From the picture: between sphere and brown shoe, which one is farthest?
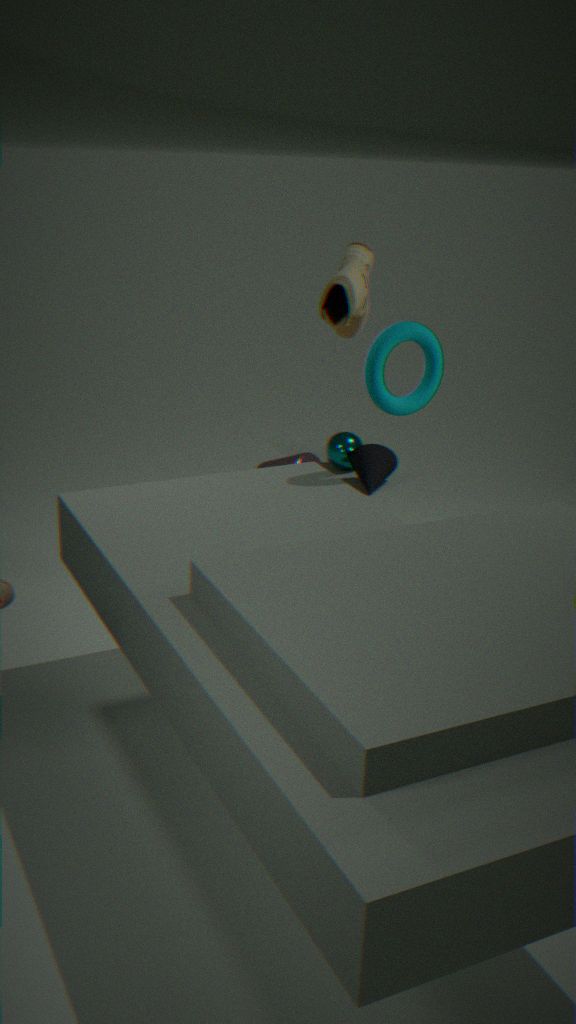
sphere
